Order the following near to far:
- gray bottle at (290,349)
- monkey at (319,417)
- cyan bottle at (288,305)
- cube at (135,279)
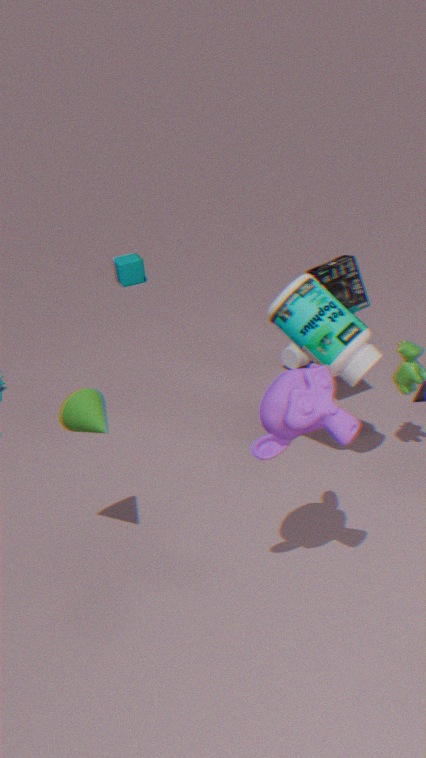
1. monkey at (319,417)
2. cyan bottle at (288,305)
3. gray bottle at (290,349)
4. cube at (135,279)
